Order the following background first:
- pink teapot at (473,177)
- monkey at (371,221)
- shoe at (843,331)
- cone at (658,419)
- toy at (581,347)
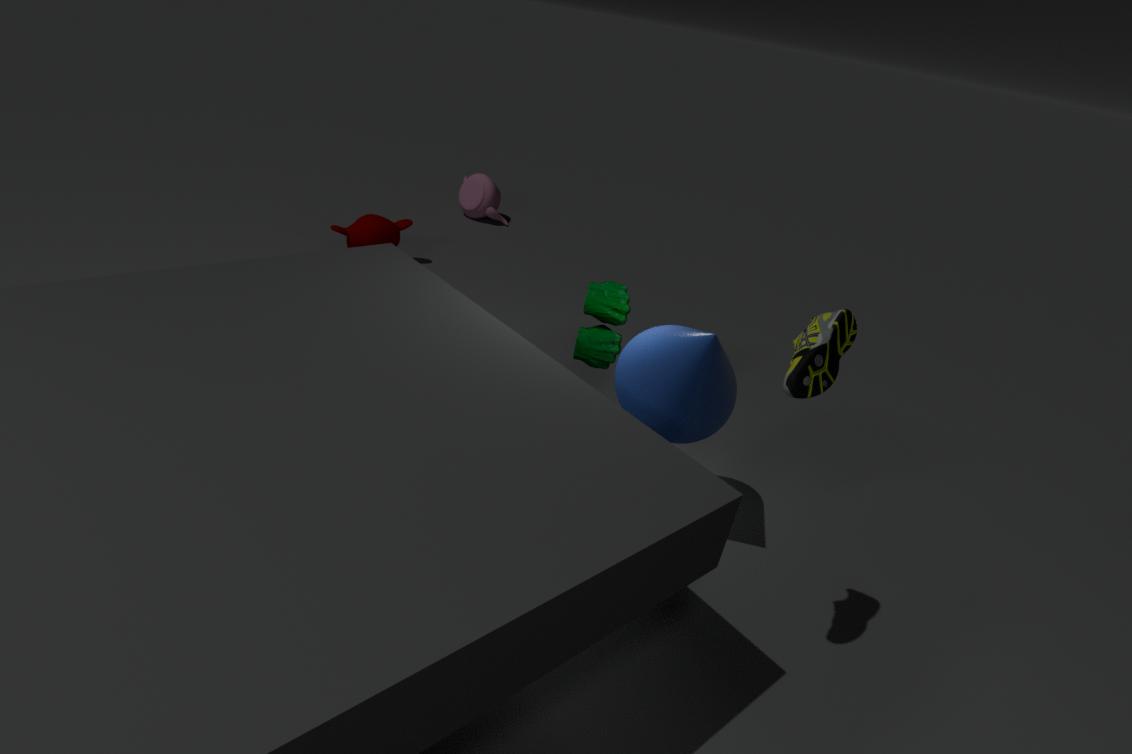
pink teapot at (473,177)
monkey at (371,221)
toy at (581,347)
cone at (658,419)
shoe at (843,331)
